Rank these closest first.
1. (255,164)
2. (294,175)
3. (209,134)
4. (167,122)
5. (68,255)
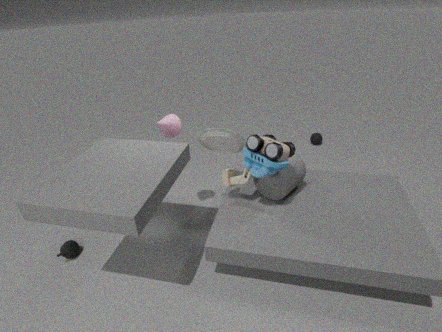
(255,164) → (167,122) → (294,175) → (209,134) → (68,255)
